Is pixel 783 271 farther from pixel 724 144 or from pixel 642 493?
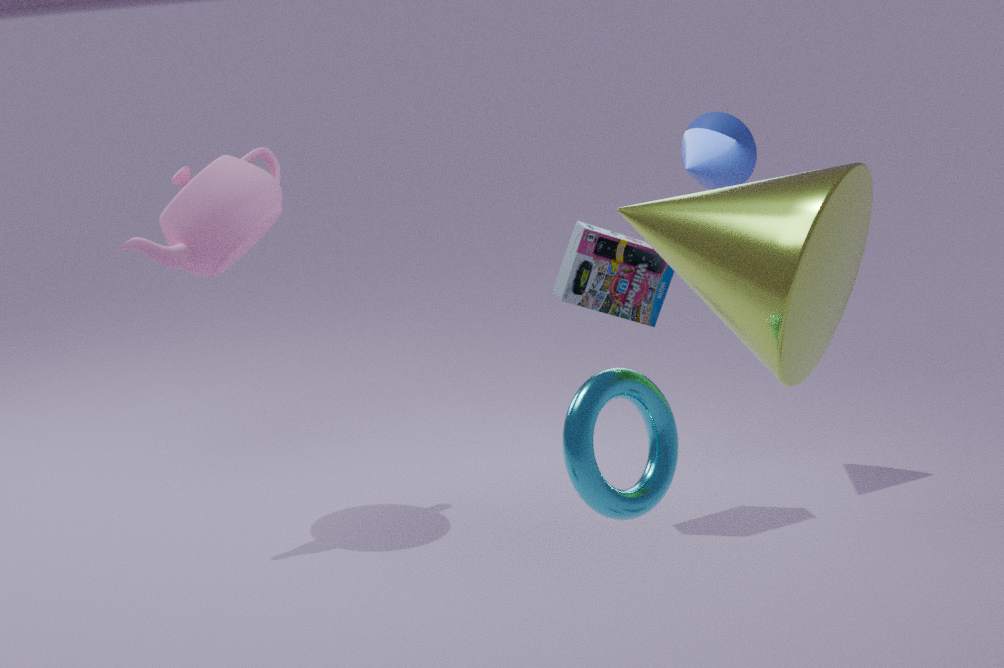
pixel 724 144
